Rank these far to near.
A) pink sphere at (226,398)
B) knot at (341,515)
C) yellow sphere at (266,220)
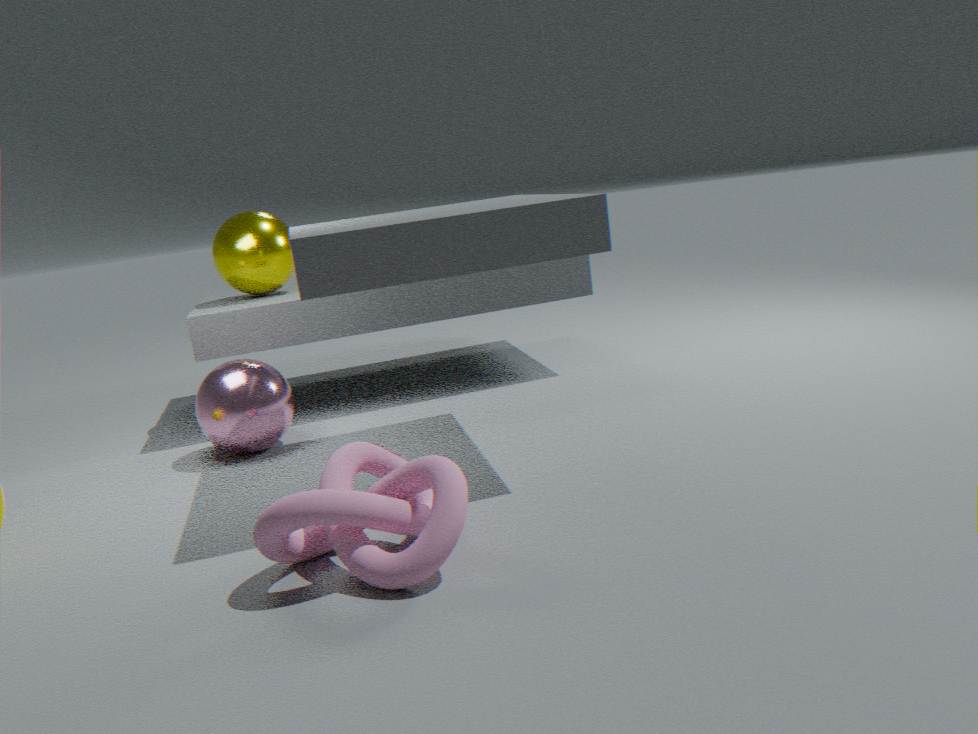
C. yellow sphere at (266,220) < A. pink sphere at (226,398) < B. knot at (341,515)
